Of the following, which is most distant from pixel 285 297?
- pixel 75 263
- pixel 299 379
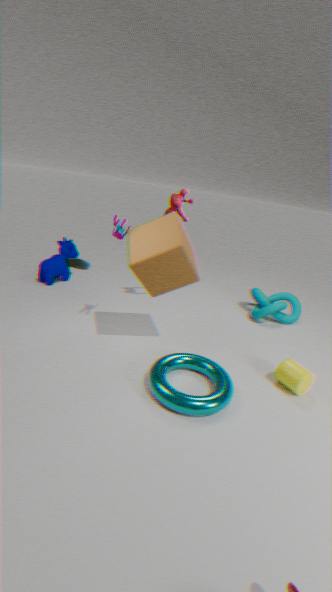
pixel 75 263
